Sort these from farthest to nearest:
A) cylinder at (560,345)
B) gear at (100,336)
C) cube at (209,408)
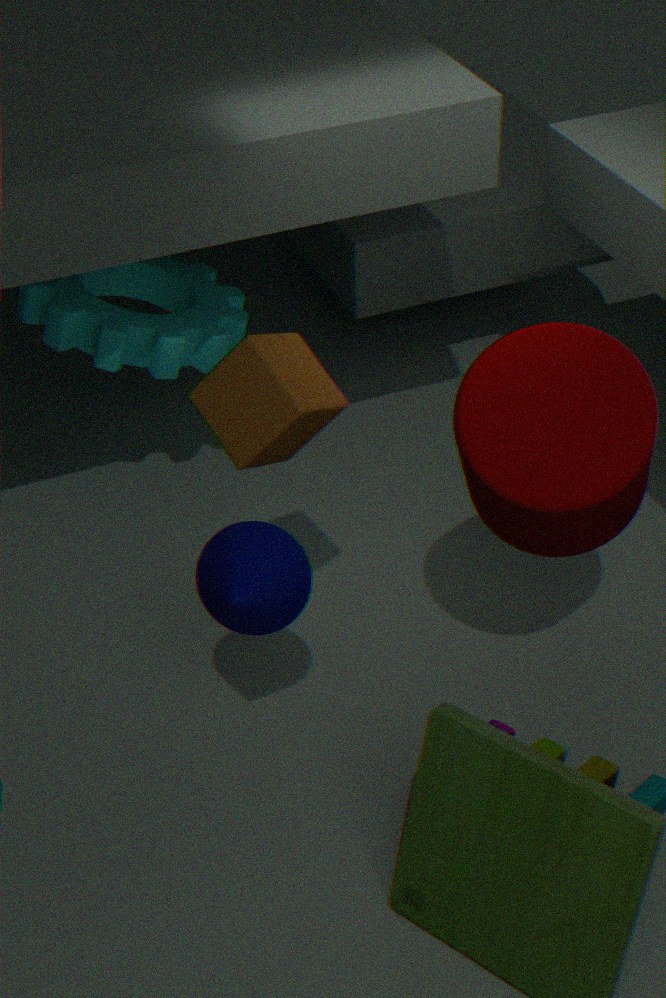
B. gear at (100,336) → C. cube at (209,408) → A. cylinder at (560,345)
